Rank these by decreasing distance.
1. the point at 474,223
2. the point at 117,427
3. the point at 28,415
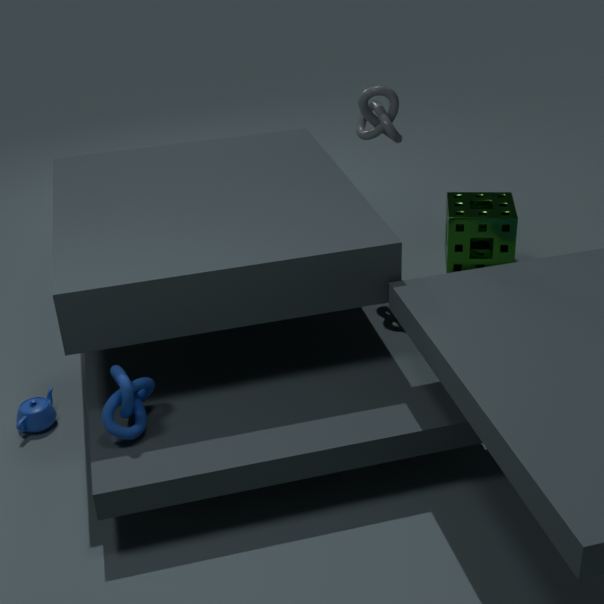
1. the point at 474,223
2. the point at 28,415
3. the point at 117,427
